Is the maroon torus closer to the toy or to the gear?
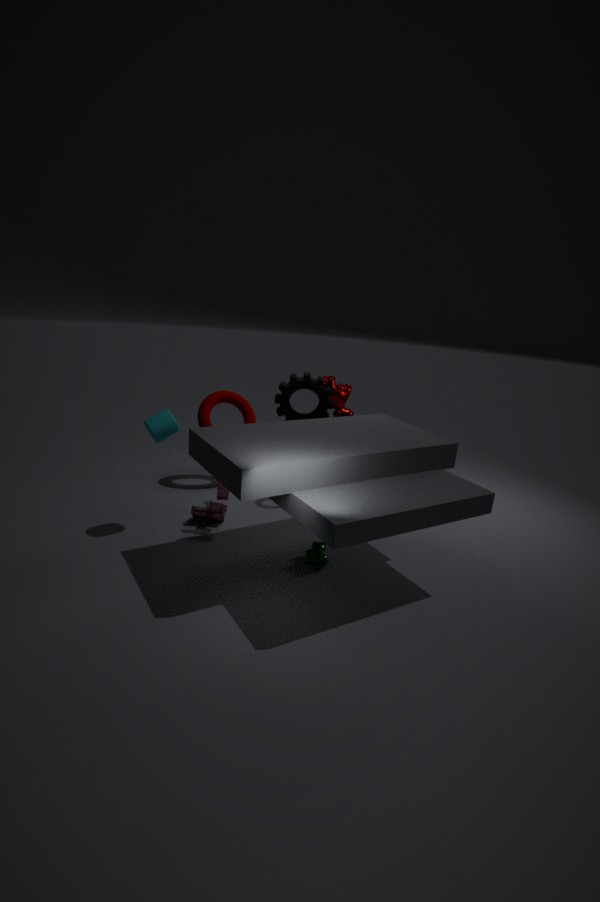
the gear
